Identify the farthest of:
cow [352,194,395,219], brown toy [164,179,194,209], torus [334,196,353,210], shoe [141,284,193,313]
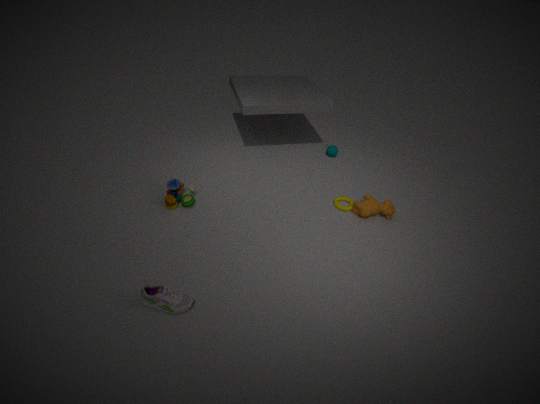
torus [334,196,353,210]
